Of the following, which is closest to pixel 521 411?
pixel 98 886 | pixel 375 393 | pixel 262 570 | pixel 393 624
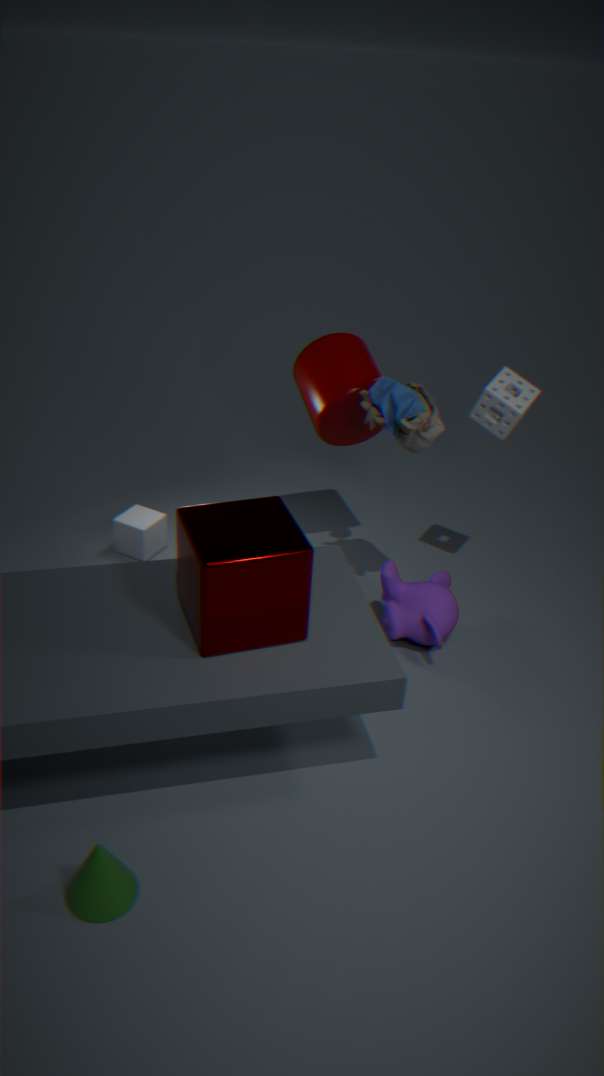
pixel 375 393
